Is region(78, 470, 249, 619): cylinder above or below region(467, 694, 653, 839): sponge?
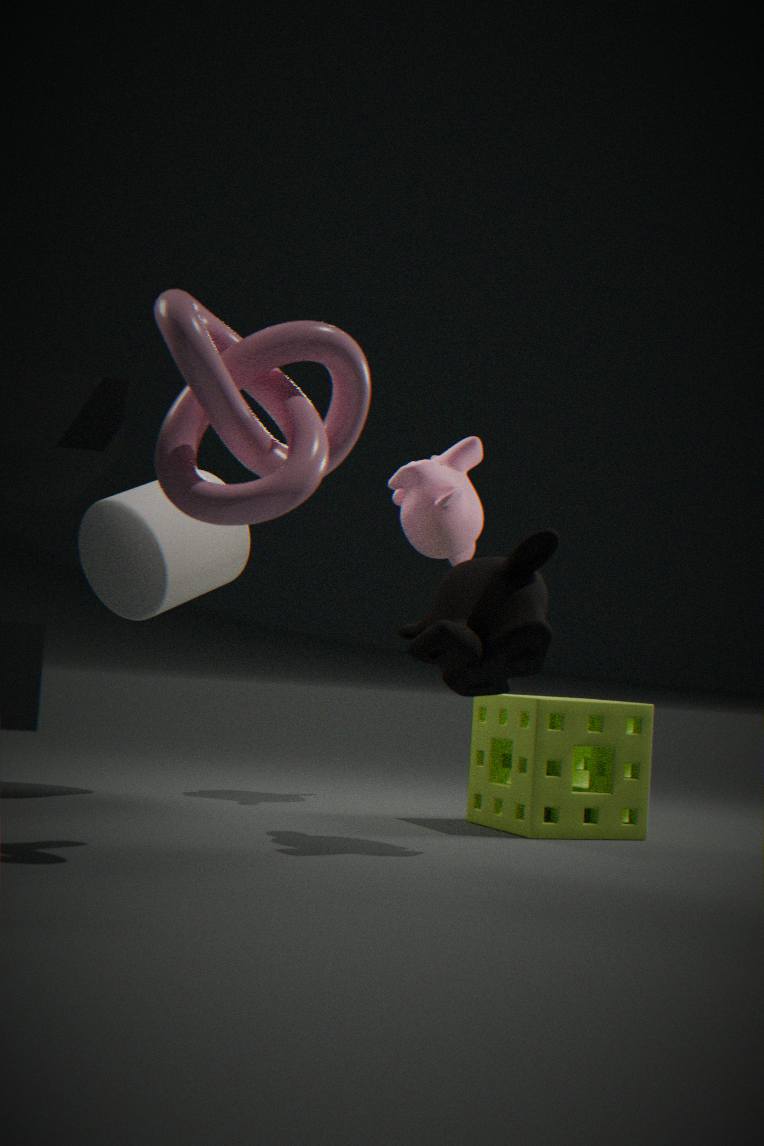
above
